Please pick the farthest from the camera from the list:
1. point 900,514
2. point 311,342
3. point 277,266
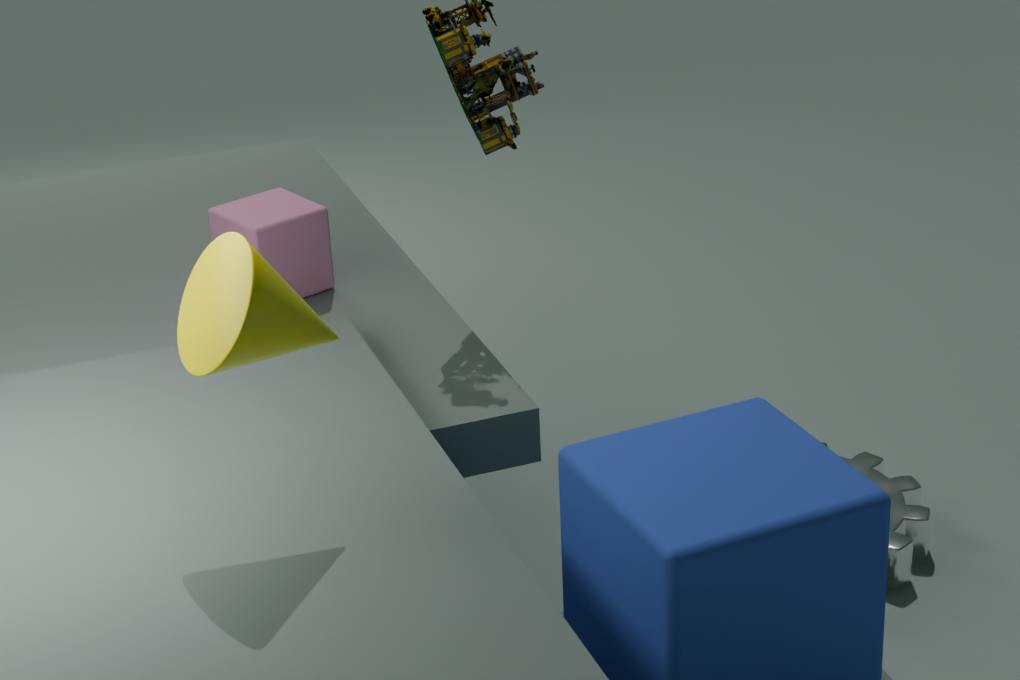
point 900,514
